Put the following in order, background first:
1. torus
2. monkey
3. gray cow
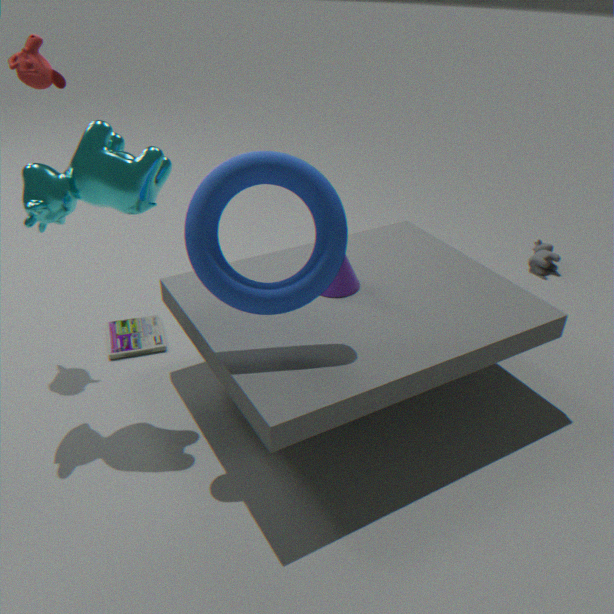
gray cow, monkey, torus
